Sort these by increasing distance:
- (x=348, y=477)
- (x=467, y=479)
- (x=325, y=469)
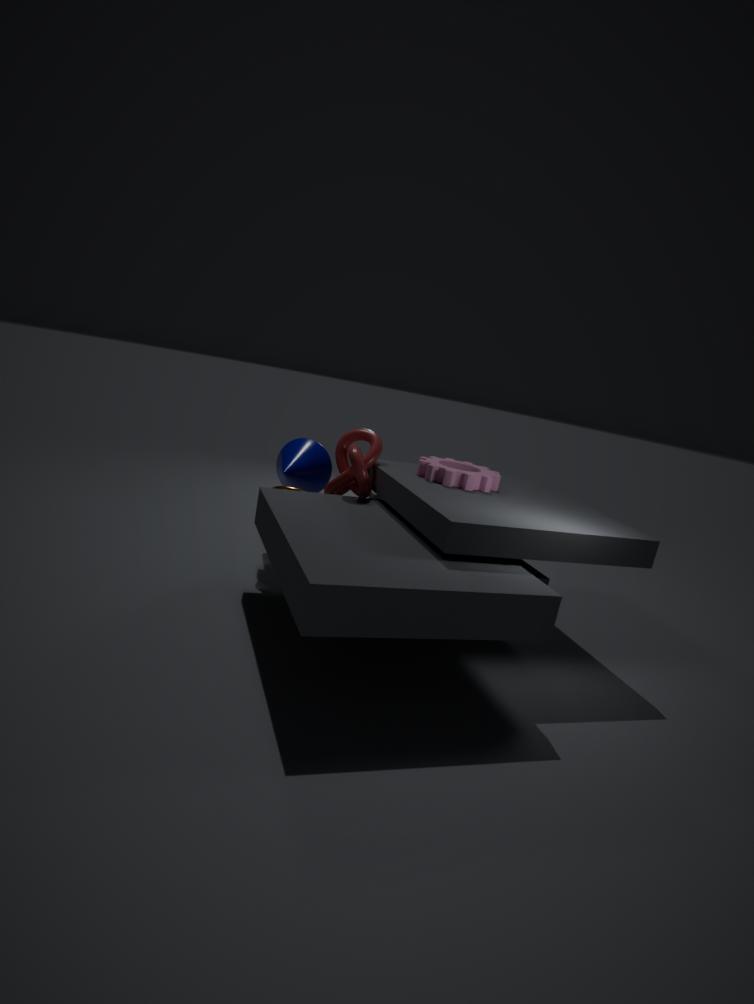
(x=467, y=479) → (x=348, y=477) → (x=325, y=469)
